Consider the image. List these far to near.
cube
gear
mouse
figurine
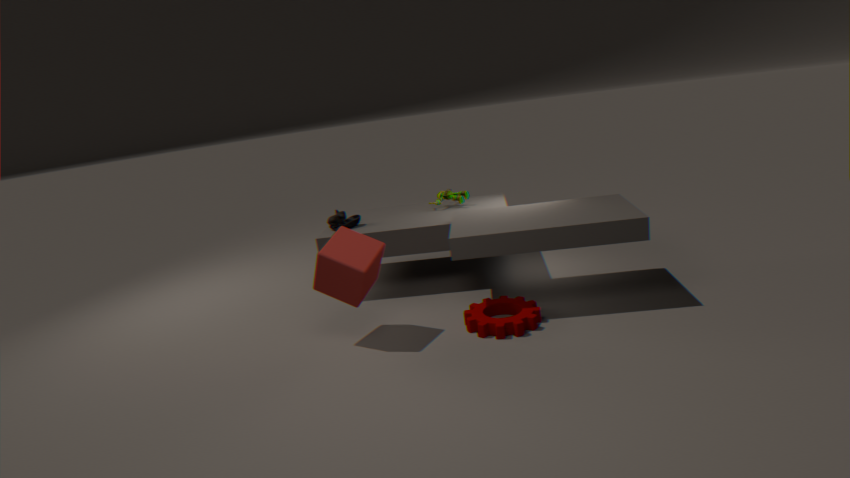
figurine < mouse < gear < cube
